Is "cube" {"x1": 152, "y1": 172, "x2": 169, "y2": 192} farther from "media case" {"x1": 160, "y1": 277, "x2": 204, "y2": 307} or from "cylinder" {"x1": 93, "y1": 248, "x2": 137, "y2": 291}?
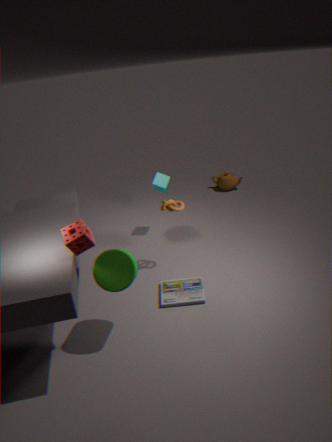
"cylinder" {"x1": 93, "y1": 248, "x2": 137, "y2": 291}
